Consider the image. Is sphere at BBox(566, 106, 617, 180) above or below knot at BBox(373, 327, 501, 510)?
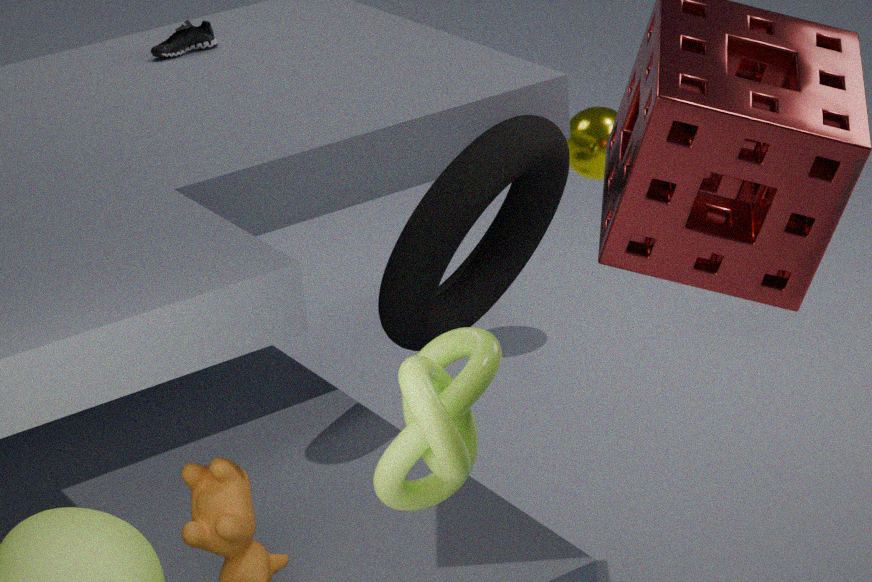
below
